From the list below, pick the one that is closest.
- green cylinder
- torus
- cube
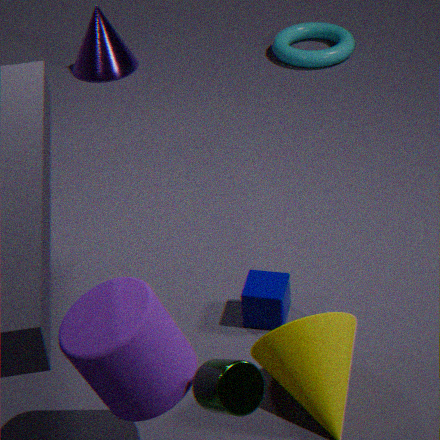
green cylinder
